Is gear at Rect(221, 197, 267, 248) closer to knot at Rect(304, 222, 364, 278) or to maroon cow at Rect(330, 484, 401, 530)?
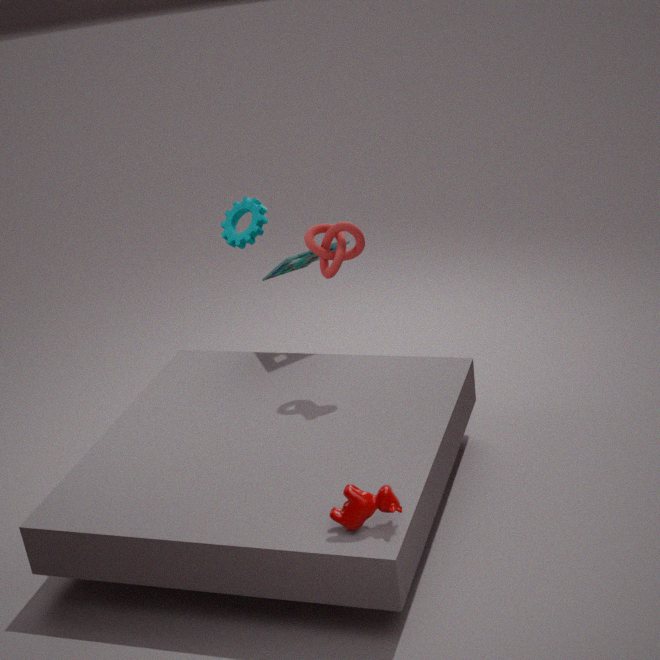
knot at Rect(304, 222, 364, 278)
